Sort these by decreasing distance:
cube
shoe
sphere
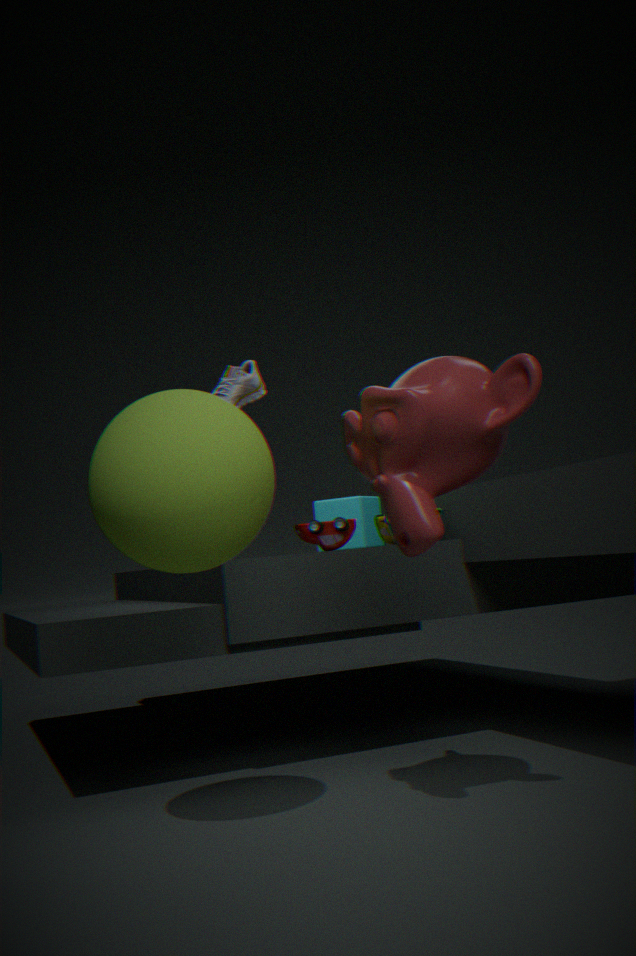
cube < shoe < sphere
